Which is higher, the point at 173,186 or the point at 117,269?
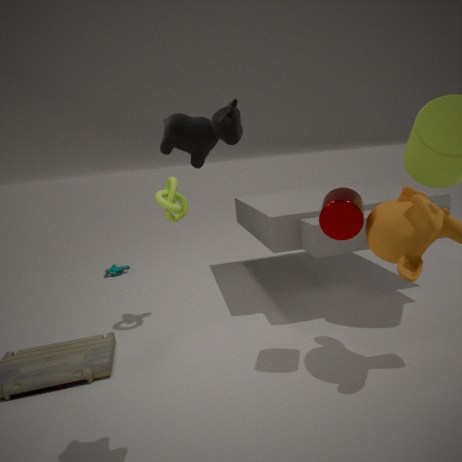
the point at 173,186
